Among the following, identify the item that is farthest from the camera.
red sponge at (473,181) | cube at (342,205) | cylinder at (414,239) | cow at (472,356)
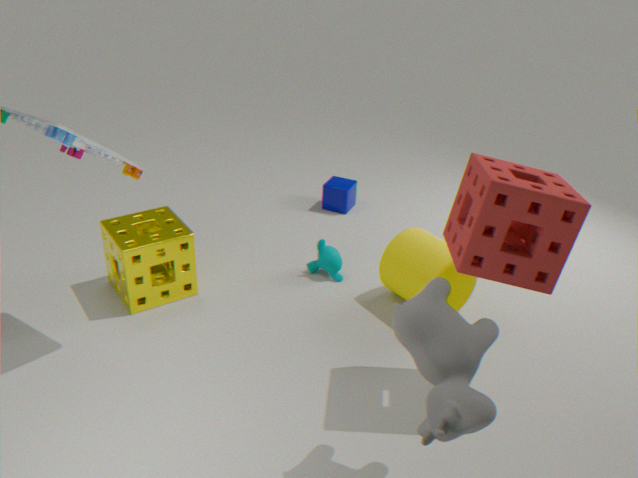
cube at (342,205)
